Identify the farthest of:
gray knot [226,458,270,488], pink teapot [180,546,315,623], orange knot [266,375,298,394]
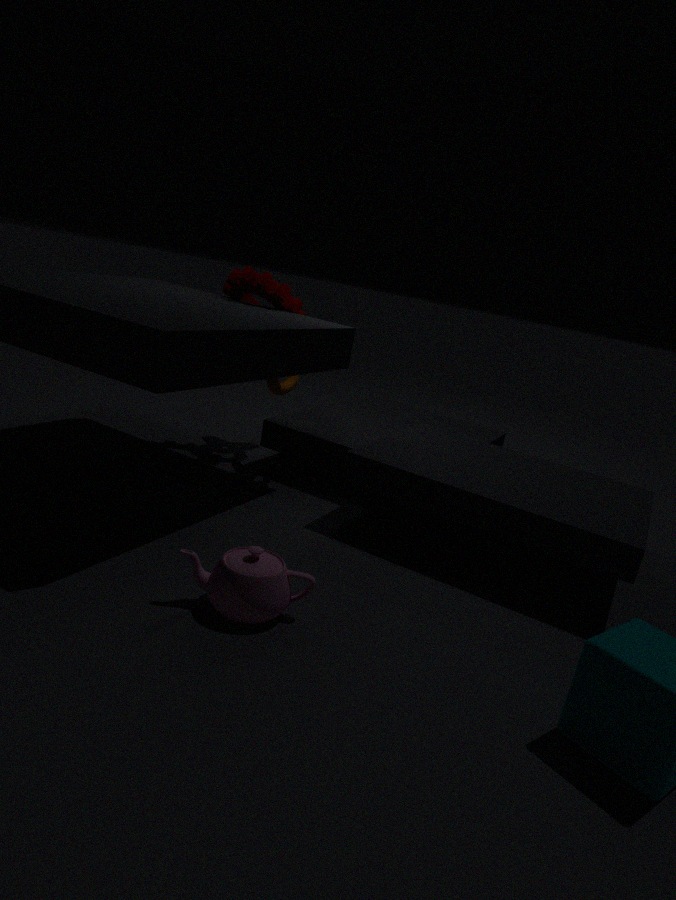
orange knot [266,375,298,394]
